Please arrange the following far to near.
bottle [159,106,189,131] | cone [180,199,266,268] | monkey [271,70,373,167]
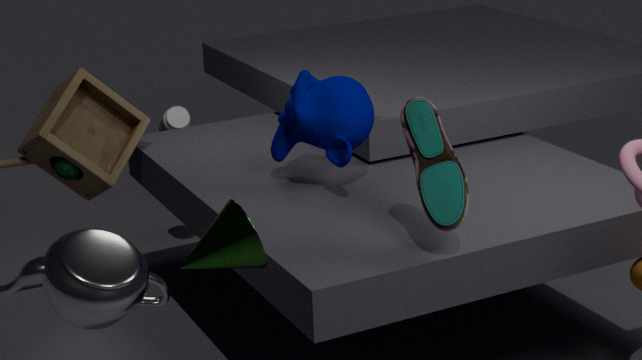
bottle [159,106,189,131] → monkey [271,70,373,167] → cone [180,199,266,268]
